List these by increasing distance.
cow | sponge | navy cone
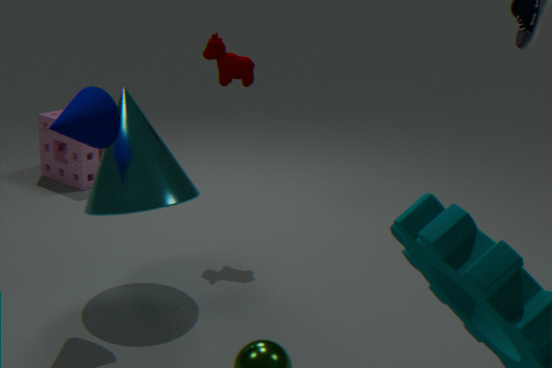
navy cone → cow → sponge
